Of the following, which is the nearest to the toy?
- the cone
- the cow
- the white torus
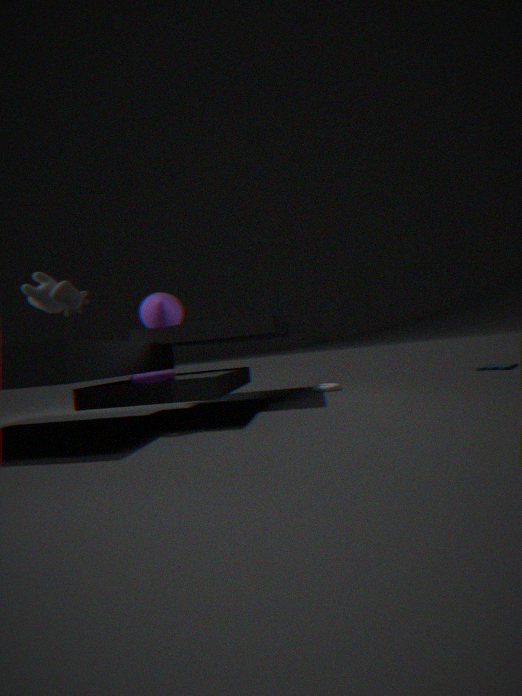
the white torus
